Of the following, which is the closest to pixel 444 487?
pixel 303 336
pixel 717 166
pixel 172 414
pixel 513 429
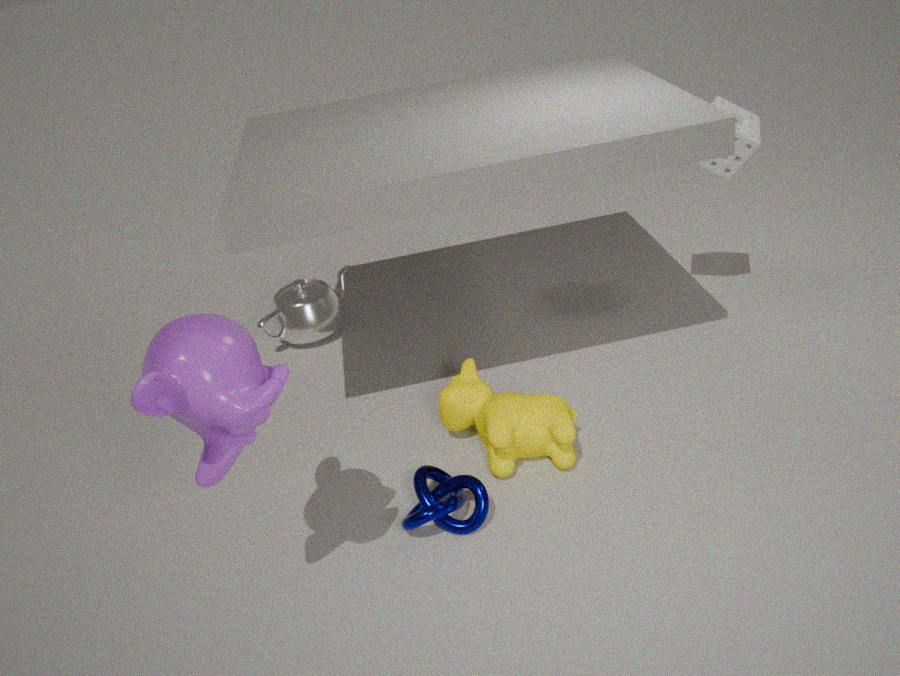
pixel 513 429
